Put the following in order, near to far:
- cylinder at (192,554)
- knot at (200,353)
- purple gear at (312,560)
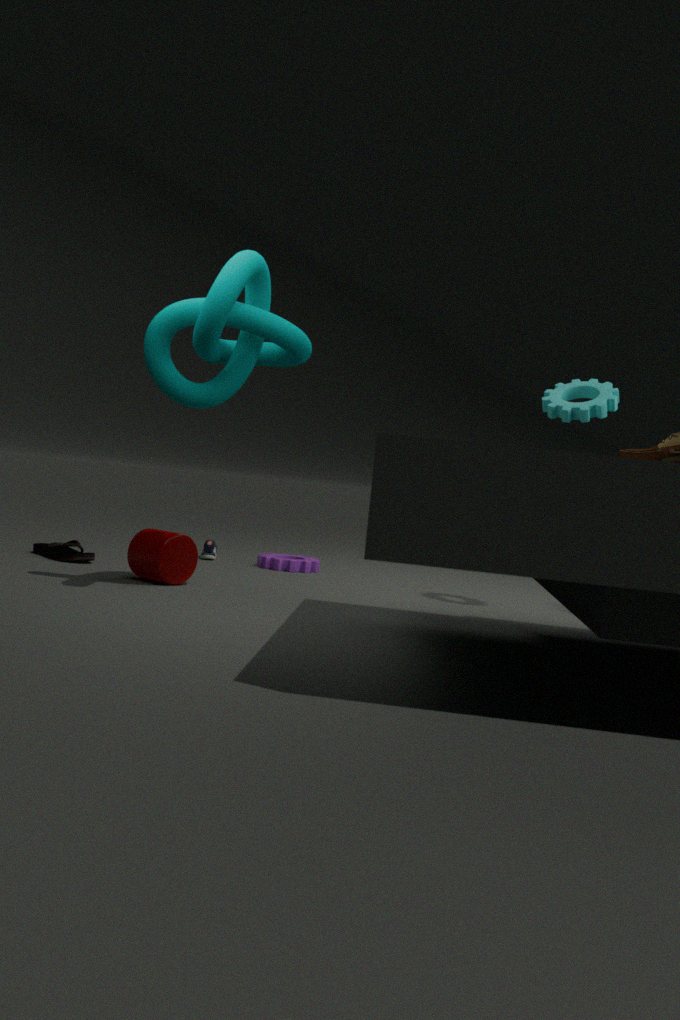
knot at (200,353)
cylinder at (192,554)
purple gear at (312,560)
